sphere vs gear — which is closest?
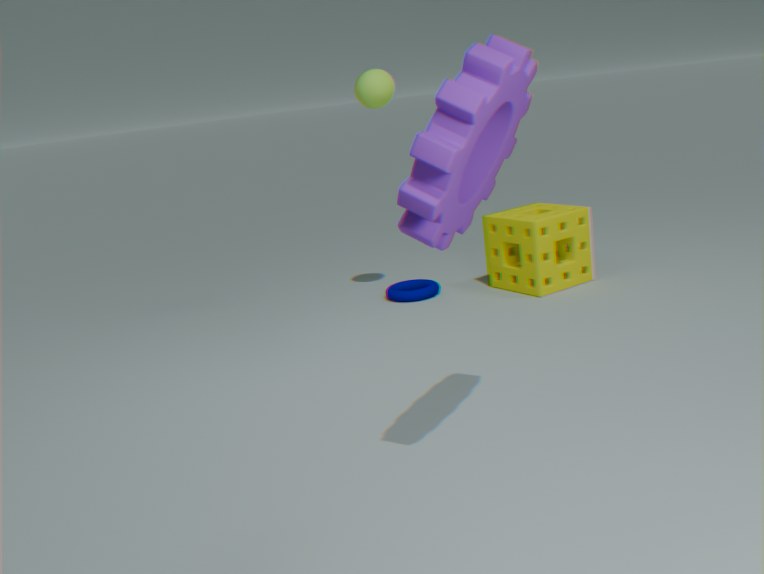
gear
